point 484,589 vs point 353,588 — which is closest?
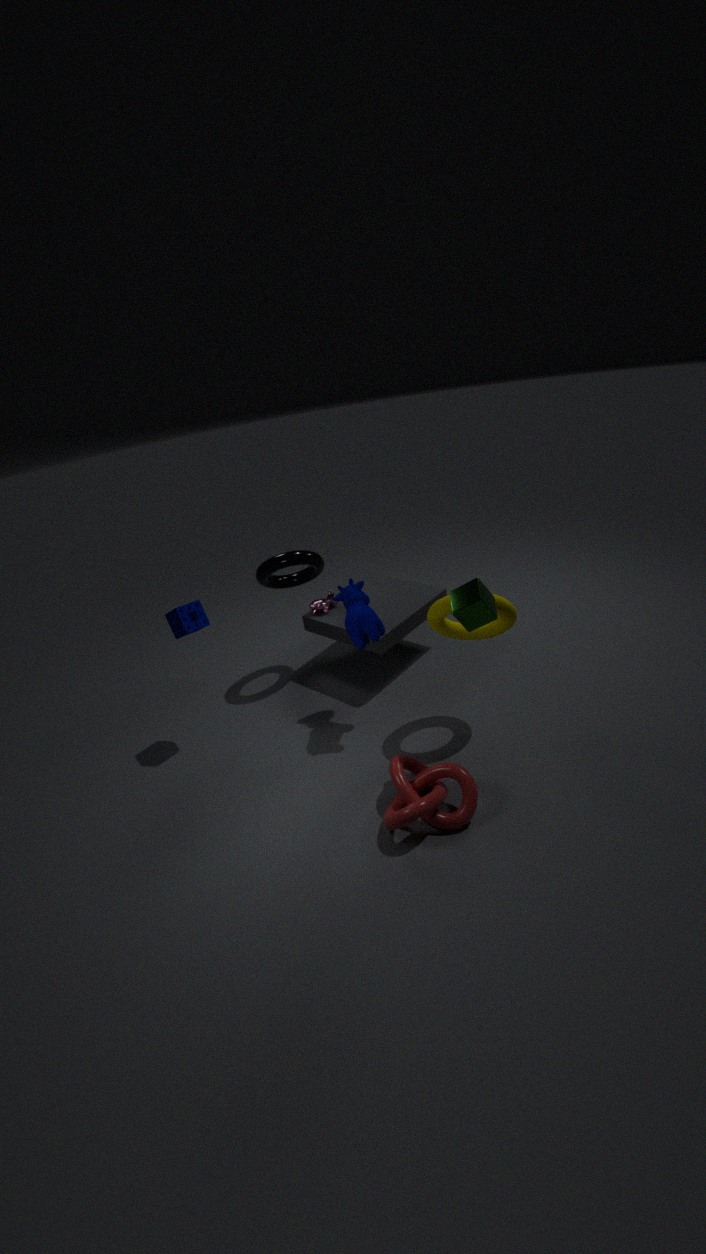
point 484,589
